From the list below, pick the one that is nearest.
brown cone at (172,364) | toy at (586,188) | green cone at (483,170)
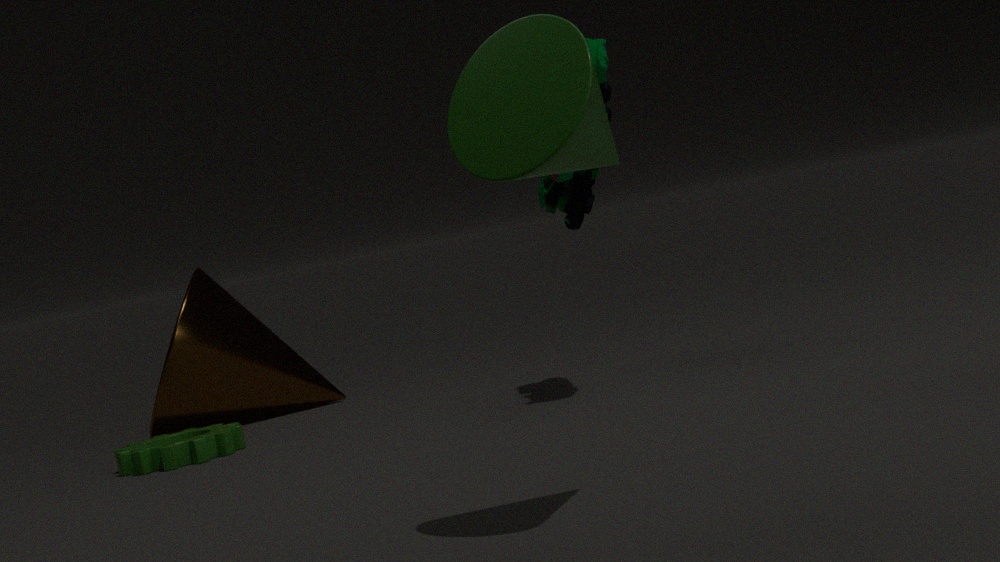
green cone at (483,170)
